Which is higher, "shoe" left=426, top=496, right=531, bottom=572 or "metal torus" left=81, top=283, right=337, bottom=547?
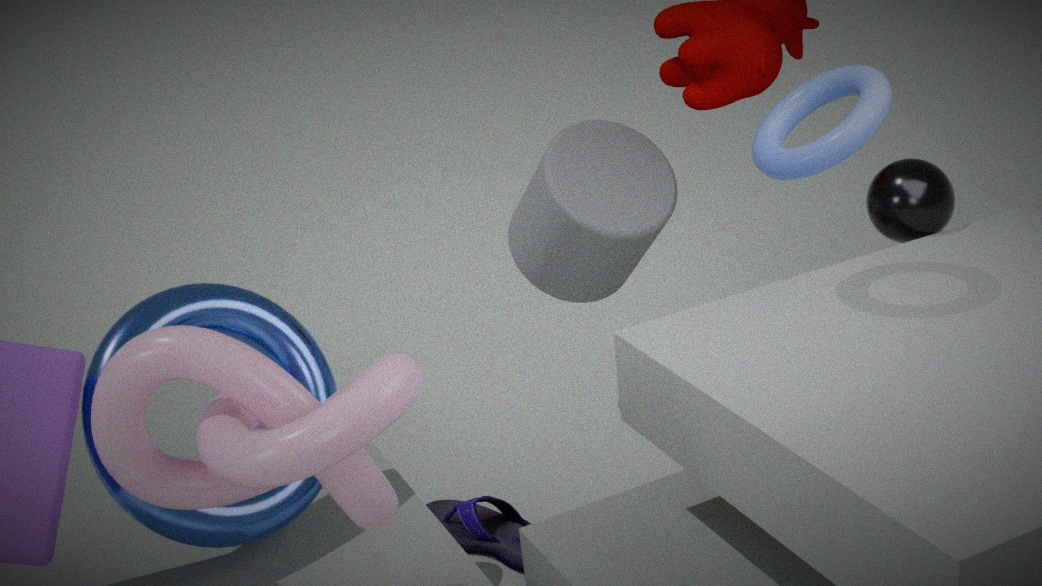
"metal torus" left=81, top=283, right=337, bottom=547
